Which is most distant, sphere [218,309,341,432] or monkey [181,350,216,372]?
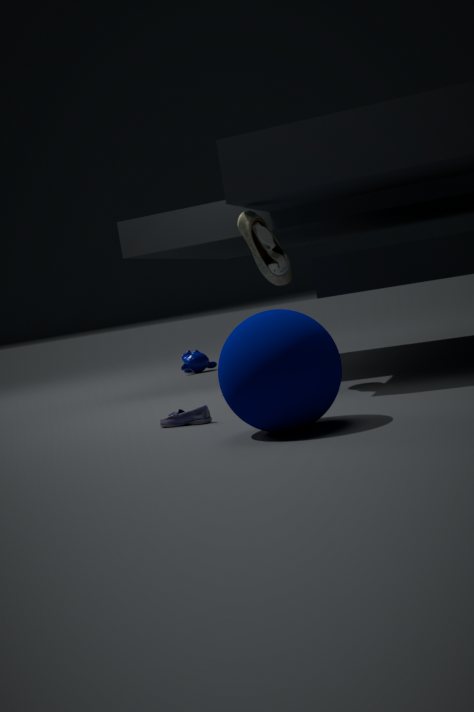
monkey [181,350,216,372]
